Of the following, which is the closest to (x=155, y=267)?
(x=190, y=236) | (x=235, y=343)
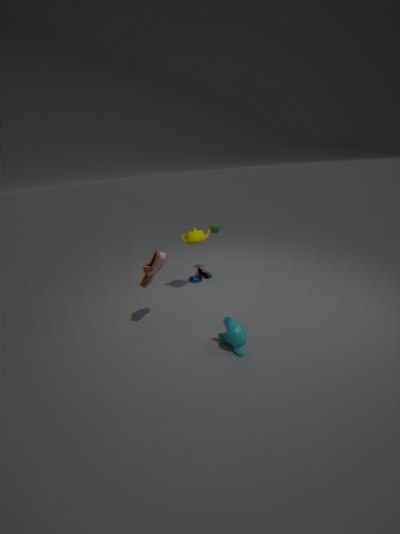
(x=190, y=236)
